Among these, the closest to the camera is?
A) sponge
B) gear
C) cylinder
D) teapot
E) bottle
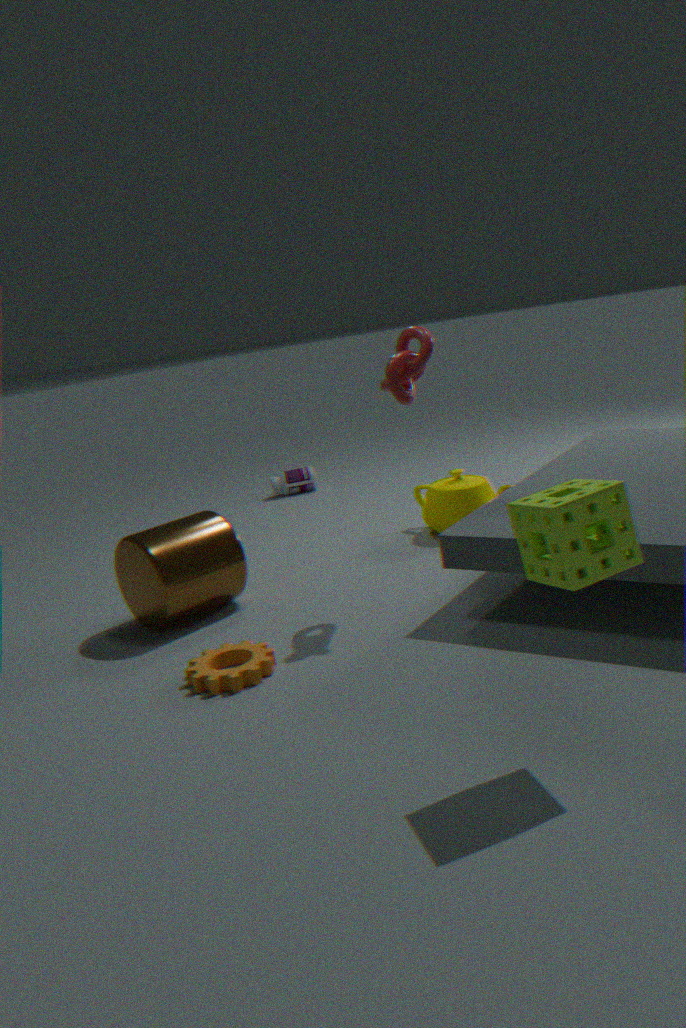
sponge
